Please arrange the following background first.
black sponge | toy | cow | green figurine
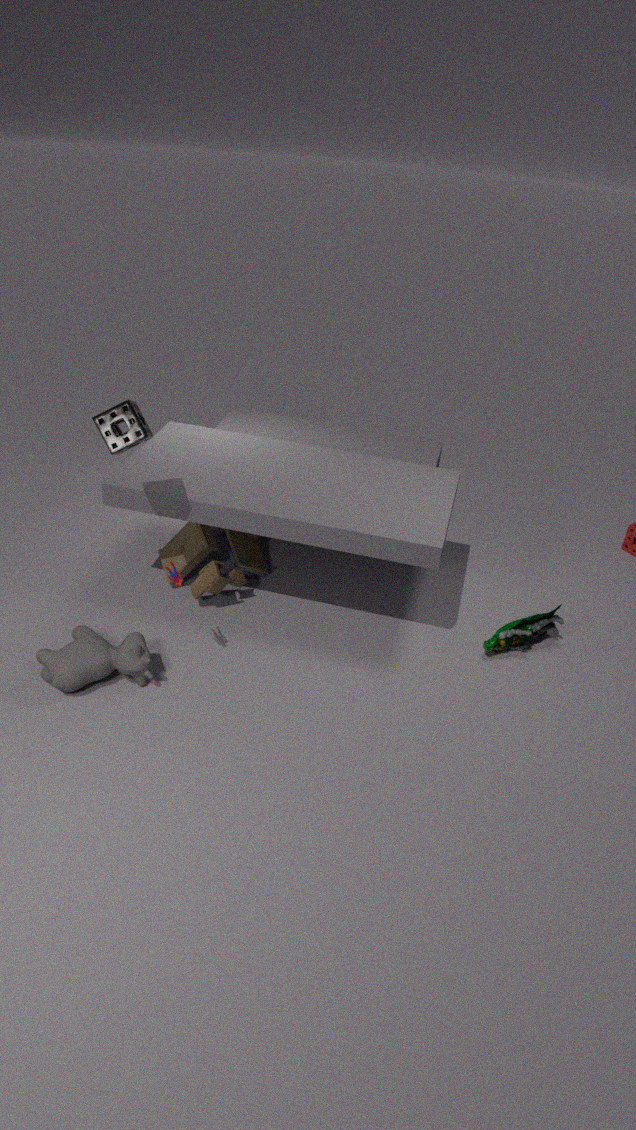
toy
green figurine
cow
black sponge
